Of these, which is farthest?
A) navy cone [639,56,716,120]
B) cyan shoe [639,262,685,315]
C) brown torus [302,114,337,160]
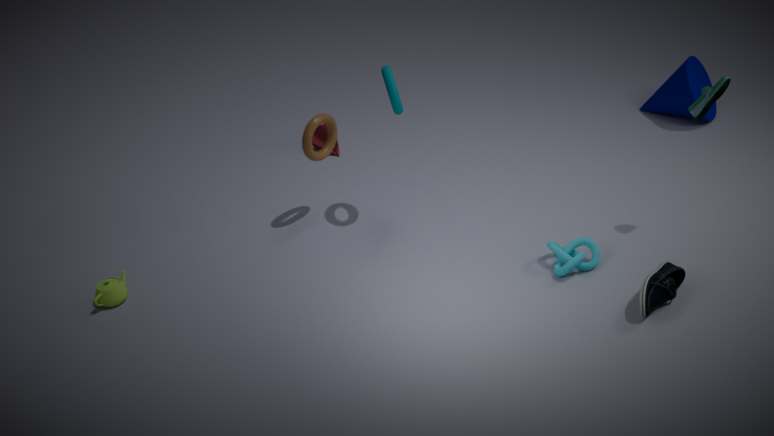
navy cone [639,56,716,120]
